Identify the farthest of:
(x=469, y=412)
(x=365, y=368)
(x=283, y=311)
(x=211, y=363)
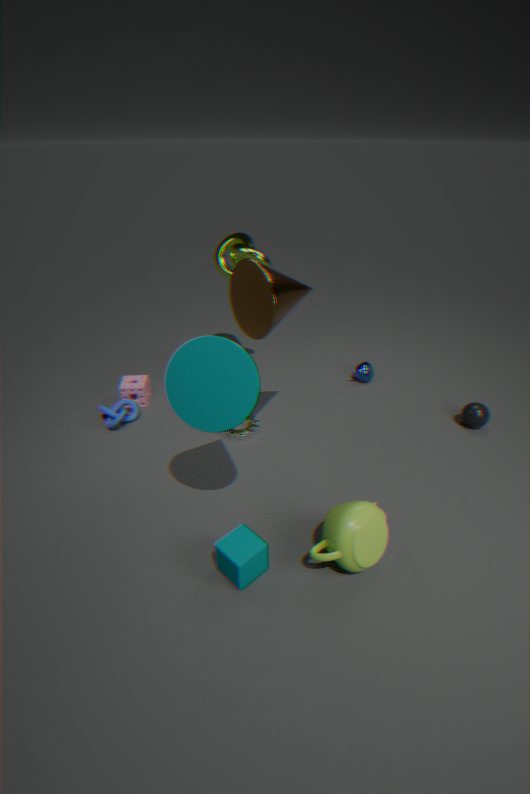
(x=365, y=368)
